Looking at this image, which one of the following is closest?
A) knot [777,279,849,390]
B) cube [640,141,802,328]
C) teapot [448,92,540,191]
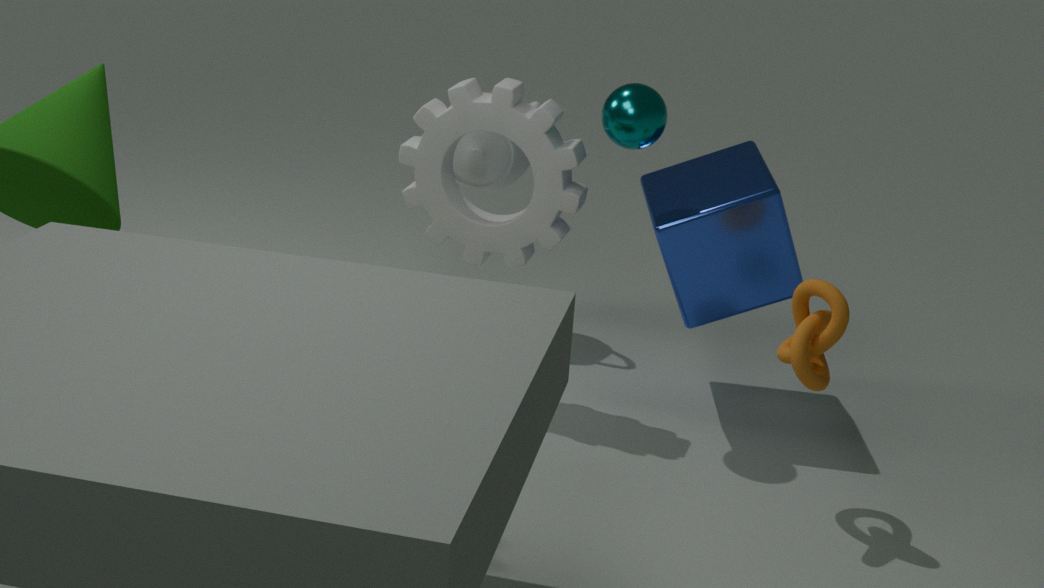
knot [777,279,849,390]
